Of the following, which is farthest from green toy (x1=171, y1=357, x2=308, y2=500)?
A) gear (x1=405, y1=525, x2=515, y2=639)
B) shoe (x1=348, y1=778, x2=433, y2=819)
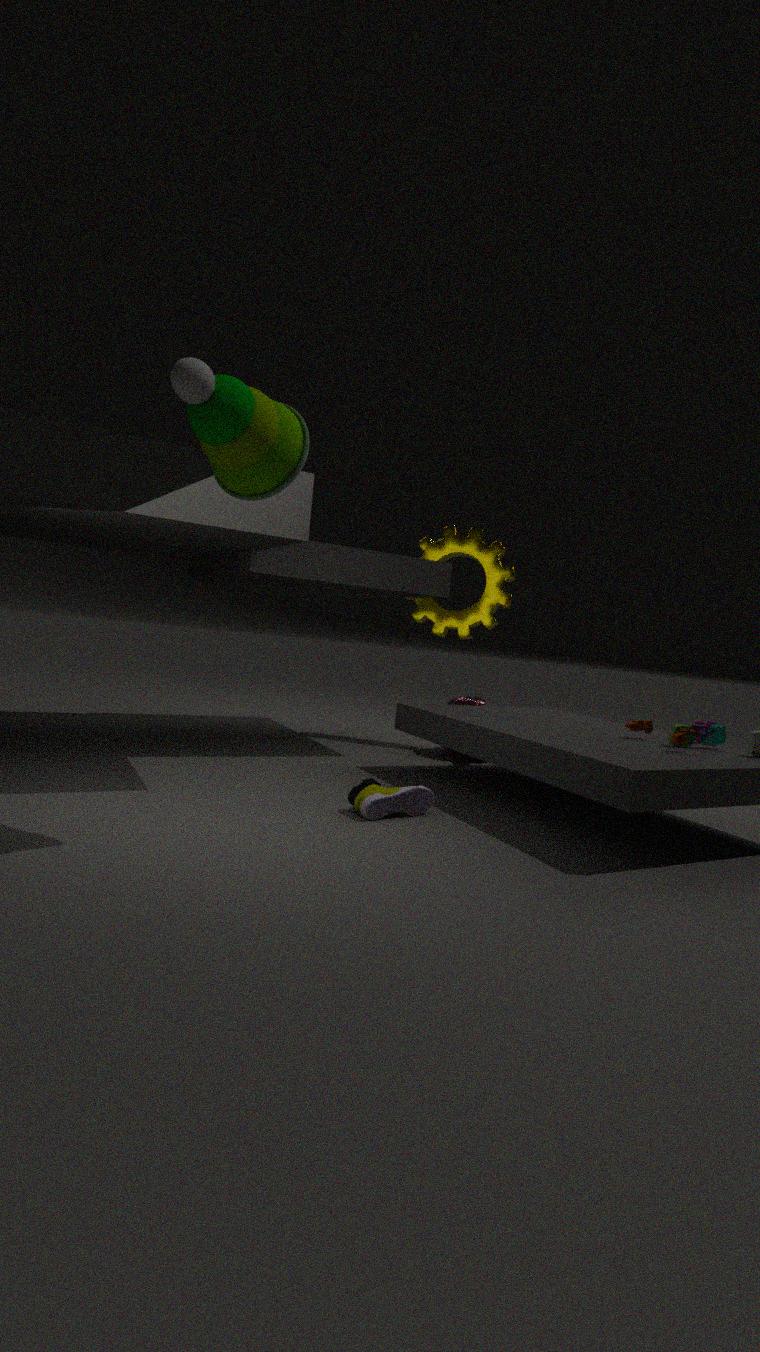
gear (x1=405, y1=525, x2=515, y2=639)
